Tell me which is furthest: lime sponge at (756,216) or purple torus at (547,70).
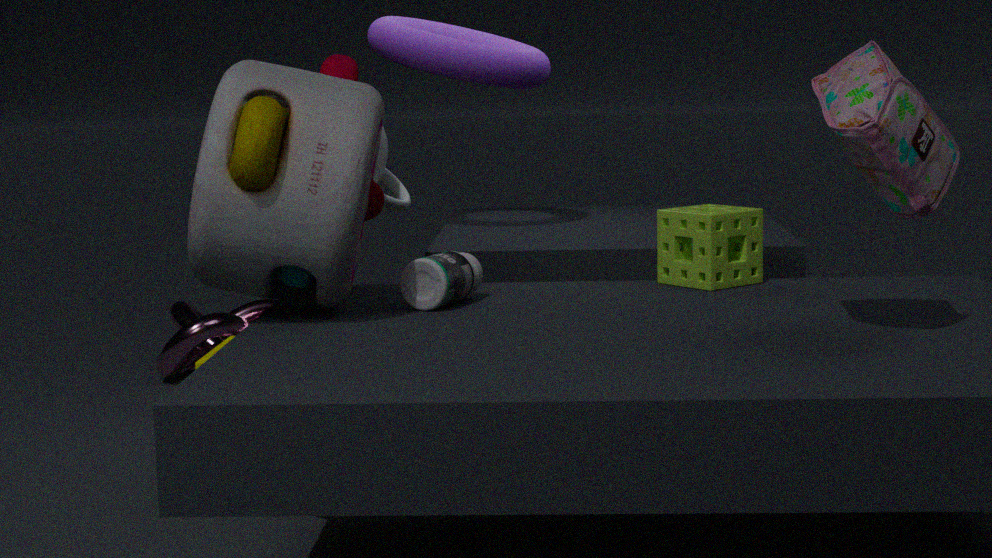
purple torus at (547,70)
